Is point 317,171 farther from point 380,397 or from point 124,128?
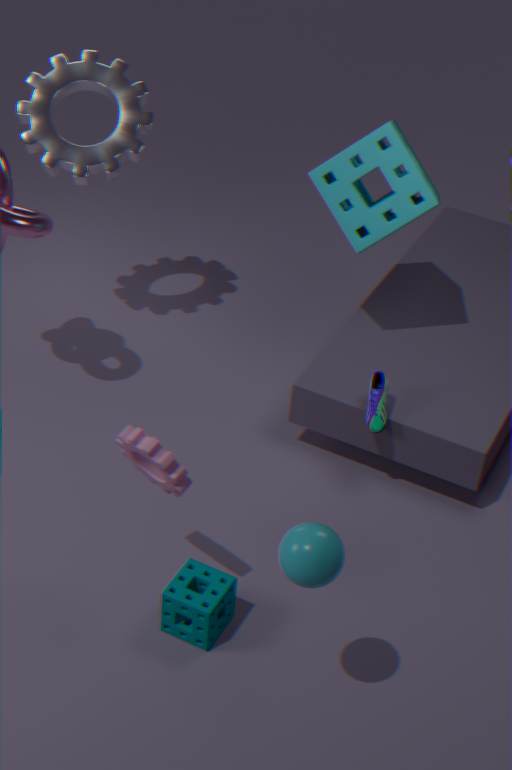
point 124,128
